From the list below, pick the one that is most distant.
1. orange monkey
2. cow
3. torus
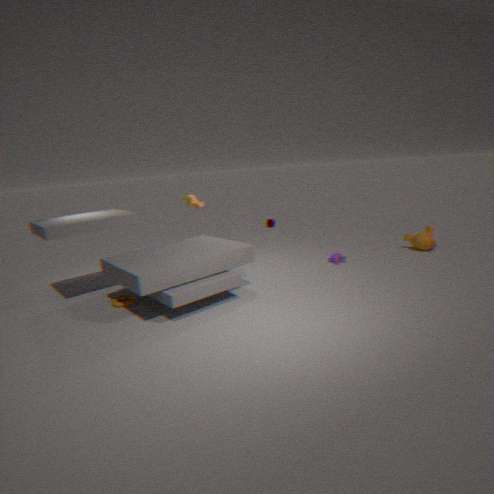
orange monkey
